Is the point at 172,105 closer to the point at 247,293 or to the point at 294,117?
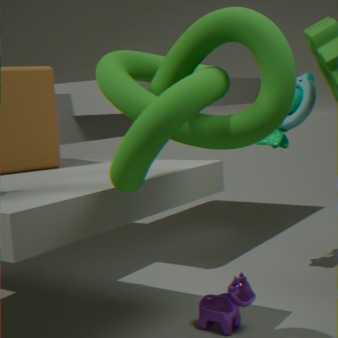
the point at 247,293
